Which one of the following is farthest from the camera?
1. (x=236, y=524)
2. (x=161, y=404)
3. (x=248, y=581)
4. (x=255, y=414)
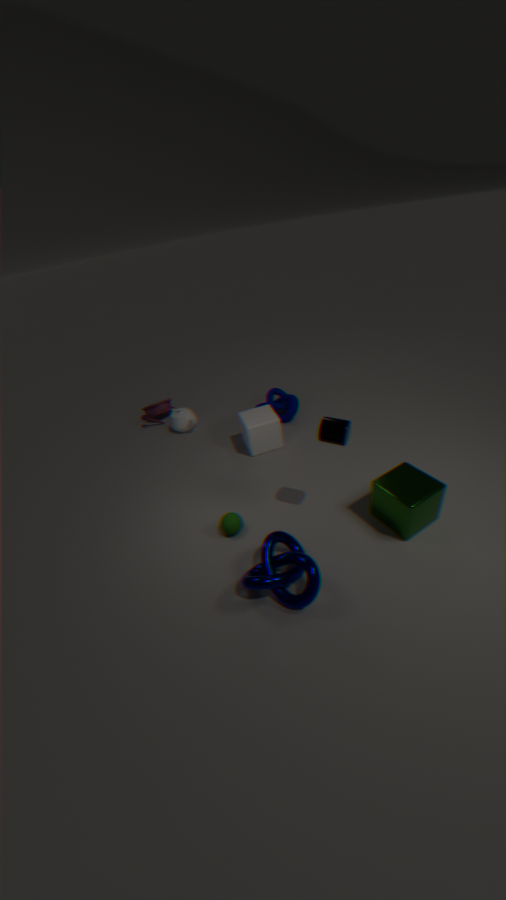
(x=161, y=404)
